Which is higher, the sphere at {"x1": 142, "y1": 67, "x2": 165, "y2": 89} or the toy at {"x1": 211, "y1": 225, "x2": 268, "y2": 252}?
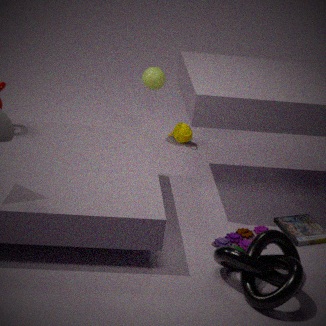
the sphere at {"x1": 142, "y1": 67, "x2": 165, "y2": 89}
